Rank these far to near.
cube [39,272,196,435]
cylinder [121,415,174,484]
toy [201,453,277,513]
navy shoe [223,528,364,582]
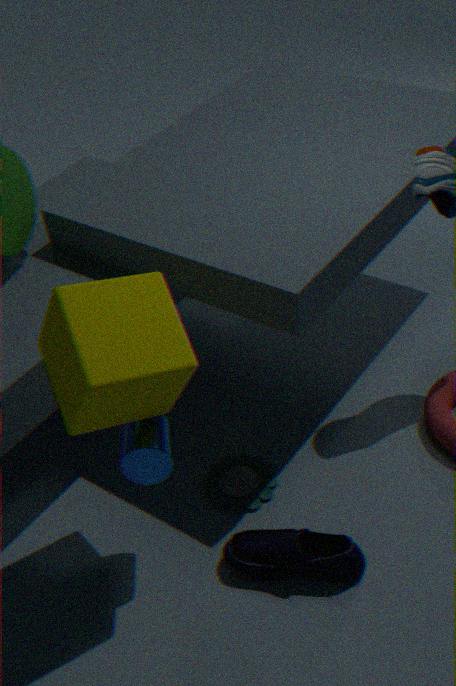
toy [201,453,277,513]
navy shoe [223,528,364,582]
cylinder [121,415,174,484]
cube [39,272,196,435]
